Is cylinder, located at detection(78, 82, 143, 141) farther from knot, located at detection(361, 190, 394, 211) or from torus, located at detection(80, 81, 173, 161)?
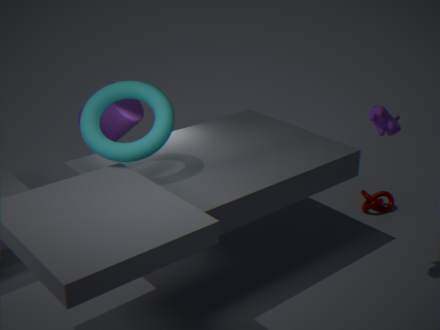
knot, located at detection(361, 190, 394, 211)
